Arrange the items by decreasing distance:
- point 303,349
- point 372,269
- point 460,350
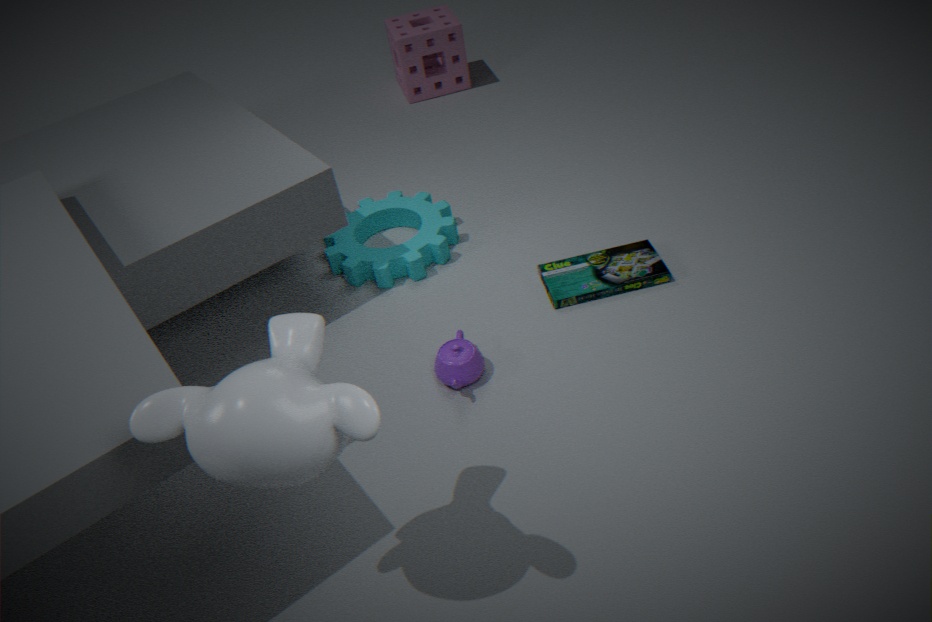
1. point 372,269
2. point 460,350
3. point 303,349
